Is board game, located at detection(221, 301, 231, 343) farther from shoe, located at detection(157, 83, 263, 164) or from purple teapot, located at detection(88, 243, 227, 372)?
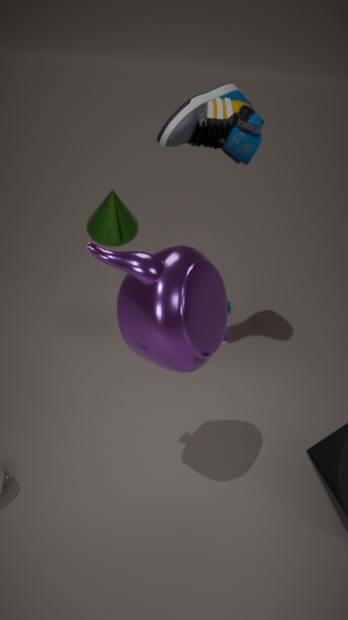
purple teapot, located at detection(88, 243, 227, 372)
